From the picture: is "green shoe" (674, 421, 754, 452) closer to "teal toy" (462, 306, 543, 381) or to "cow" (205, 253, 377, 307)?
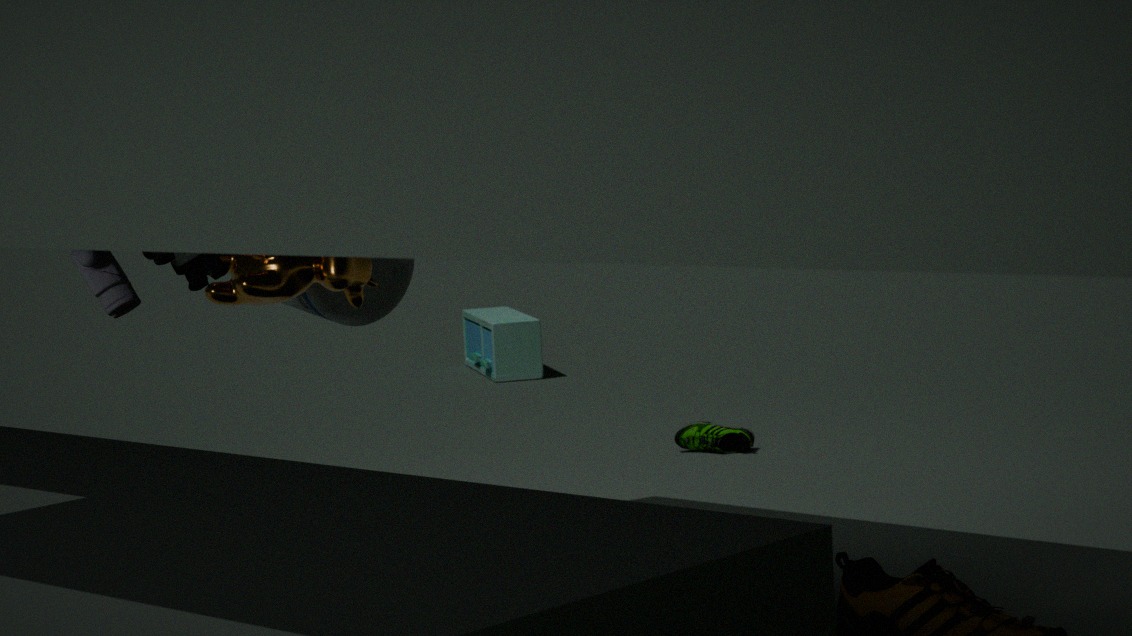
"teal toy" (462, 306, 543, 381)
